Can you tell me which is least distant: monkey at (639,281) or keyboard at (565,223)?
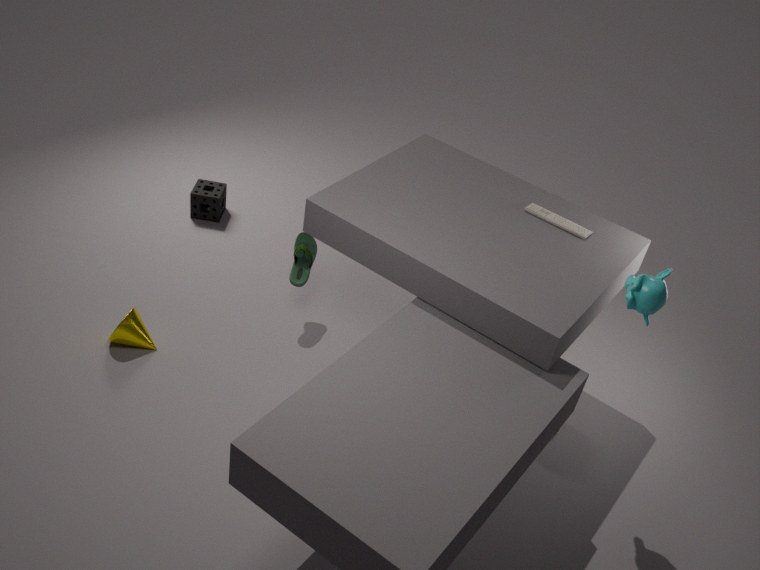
monkey at (639,281)
